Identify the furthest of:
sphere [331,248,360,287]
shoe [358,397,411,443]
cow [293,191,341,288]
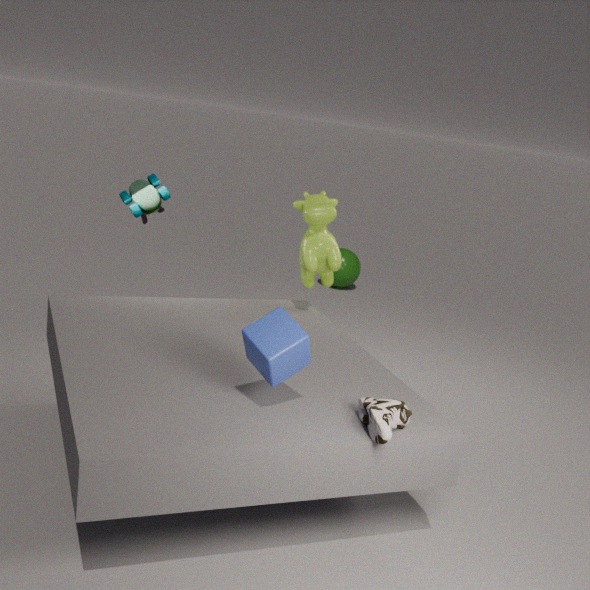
sphere [331,248,360,287]
